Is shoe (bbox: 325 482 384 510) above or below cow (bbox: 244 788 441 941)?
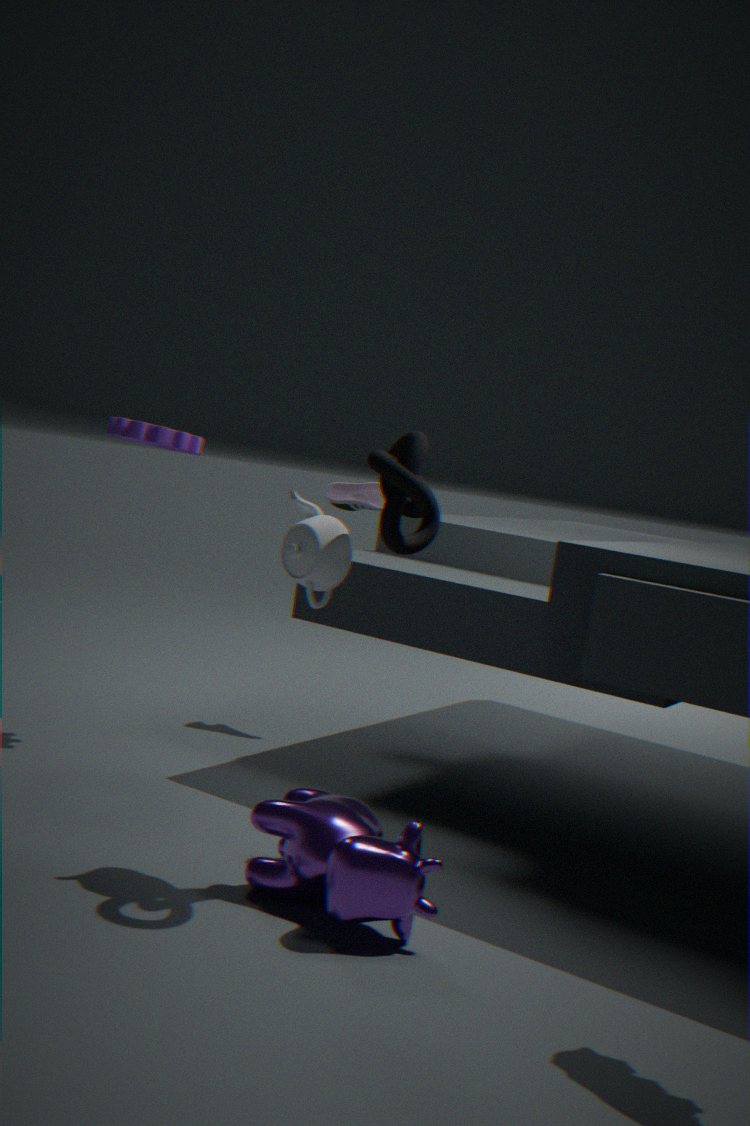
above
